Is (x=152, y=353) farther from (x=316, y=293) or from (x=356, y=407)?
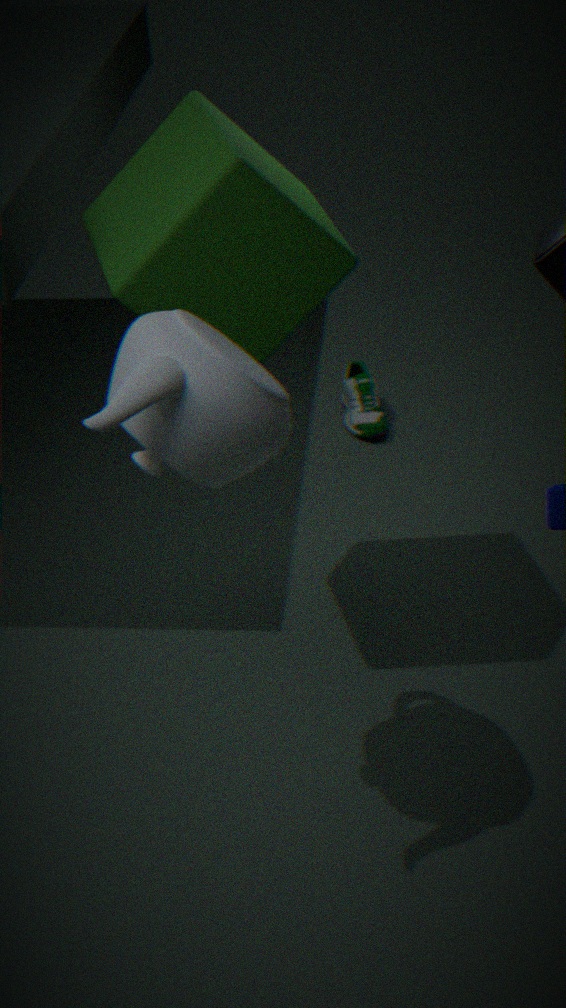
(x=356, y=407)
